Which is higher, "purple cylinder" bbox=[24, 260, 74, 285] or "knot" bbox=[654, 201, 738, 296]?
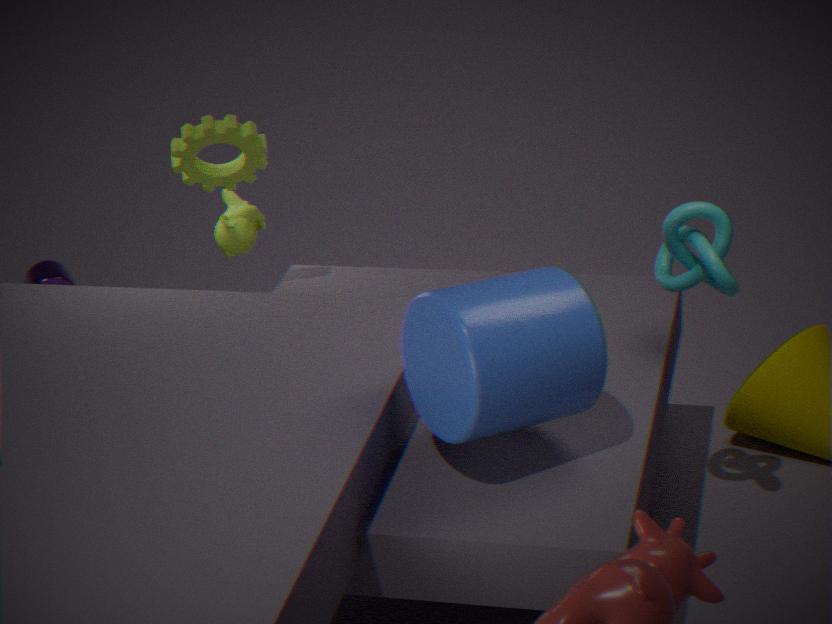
"knot" bbox=[654, 201, 738, 296]
